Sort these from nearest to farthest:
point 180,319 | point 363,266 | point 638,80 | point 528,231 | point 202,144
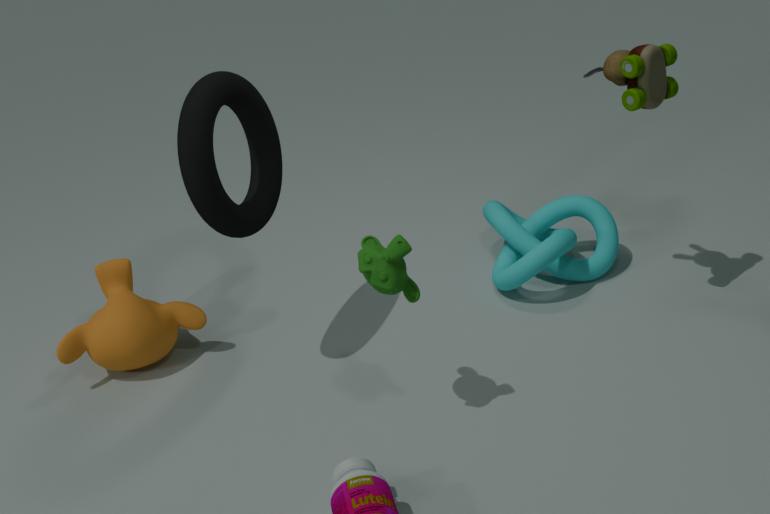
point 363,266 → point 202,144 → point 638,80 → point 180,319 → point 528,231
